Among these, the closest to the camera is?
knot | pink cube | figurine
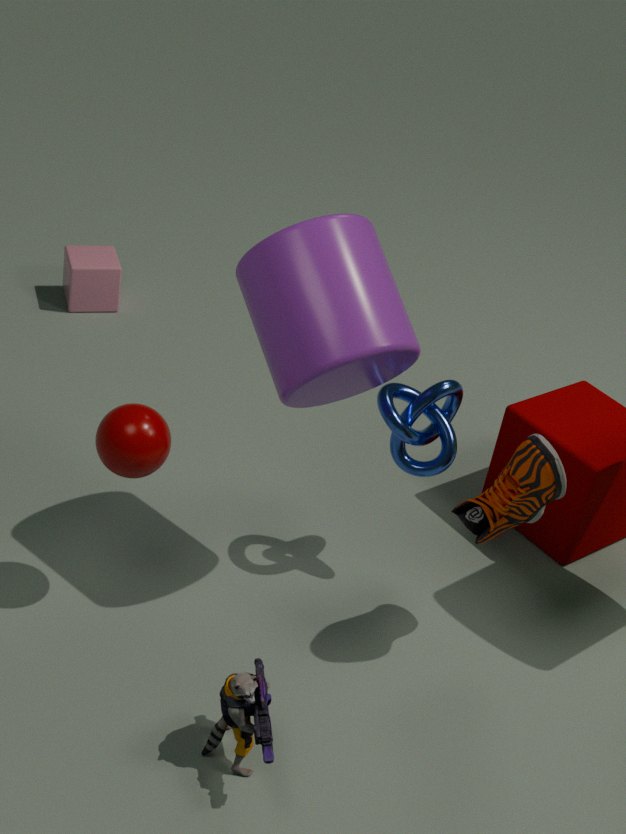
figurine
